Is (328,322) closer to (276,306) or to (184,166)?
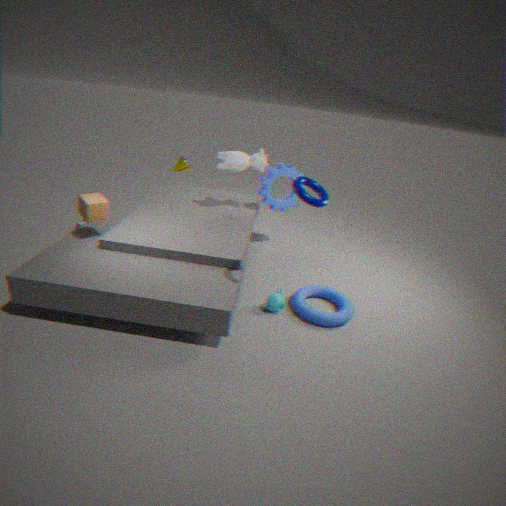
(276,306)
